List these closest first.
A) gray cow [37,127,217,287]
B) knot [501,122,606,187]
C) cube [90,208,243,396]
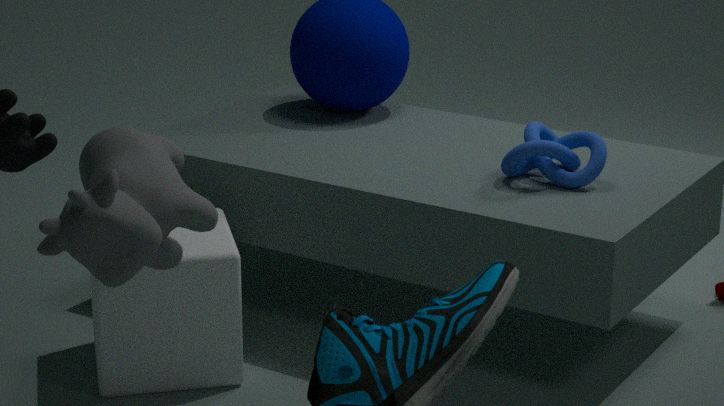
gray cow [37,127,217,287], cube [90,208,243,396], knot [501,122,606,187]
